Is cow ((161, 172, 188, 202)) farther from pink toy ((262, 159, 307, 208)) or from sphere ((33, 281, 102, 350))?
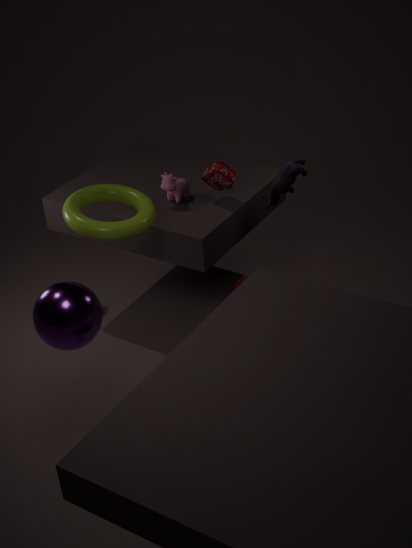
sphere ((33, 281, 102, 350))
